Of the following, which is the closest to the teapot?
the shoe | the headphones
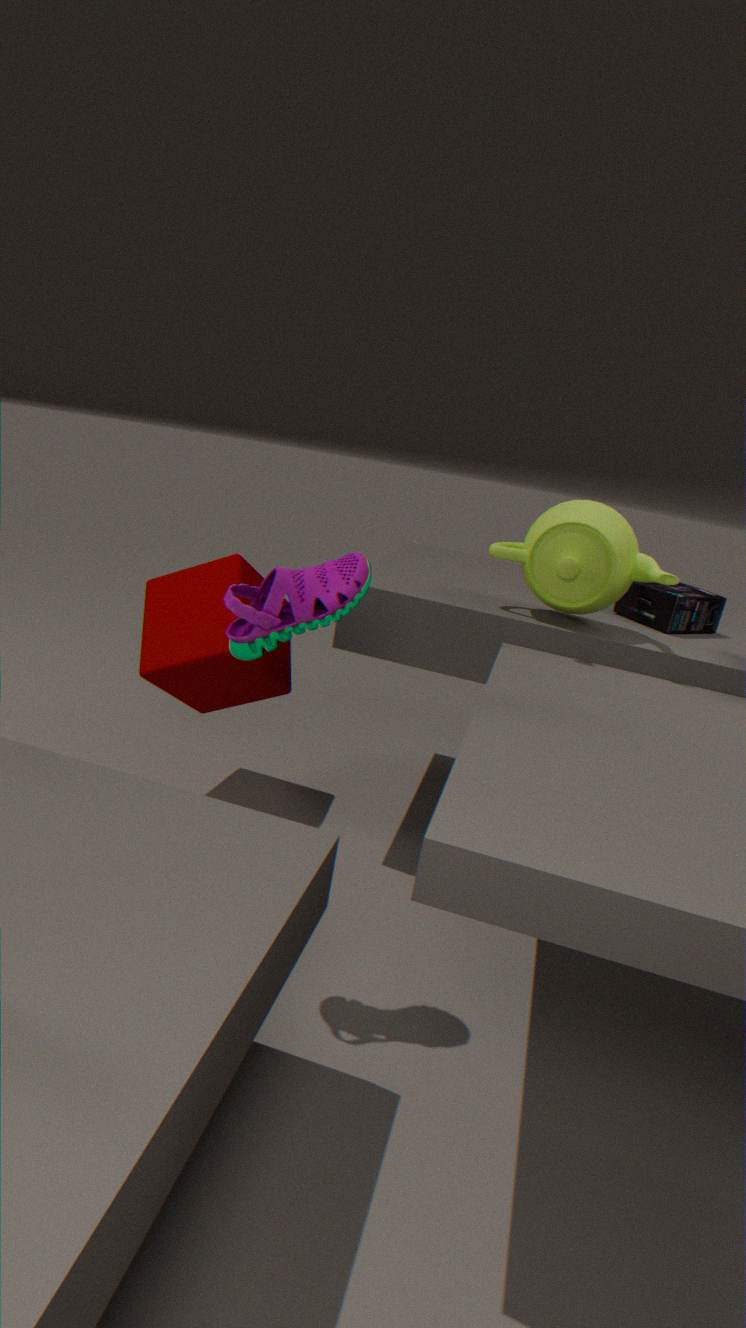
the headphones
